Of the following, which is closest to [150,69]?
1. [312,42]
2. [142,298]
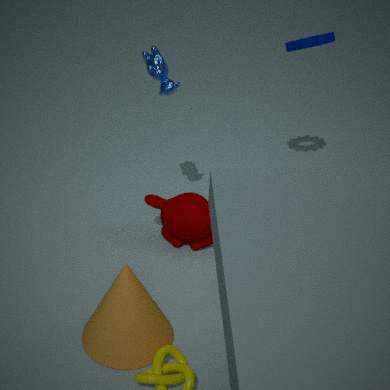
[312,42]
